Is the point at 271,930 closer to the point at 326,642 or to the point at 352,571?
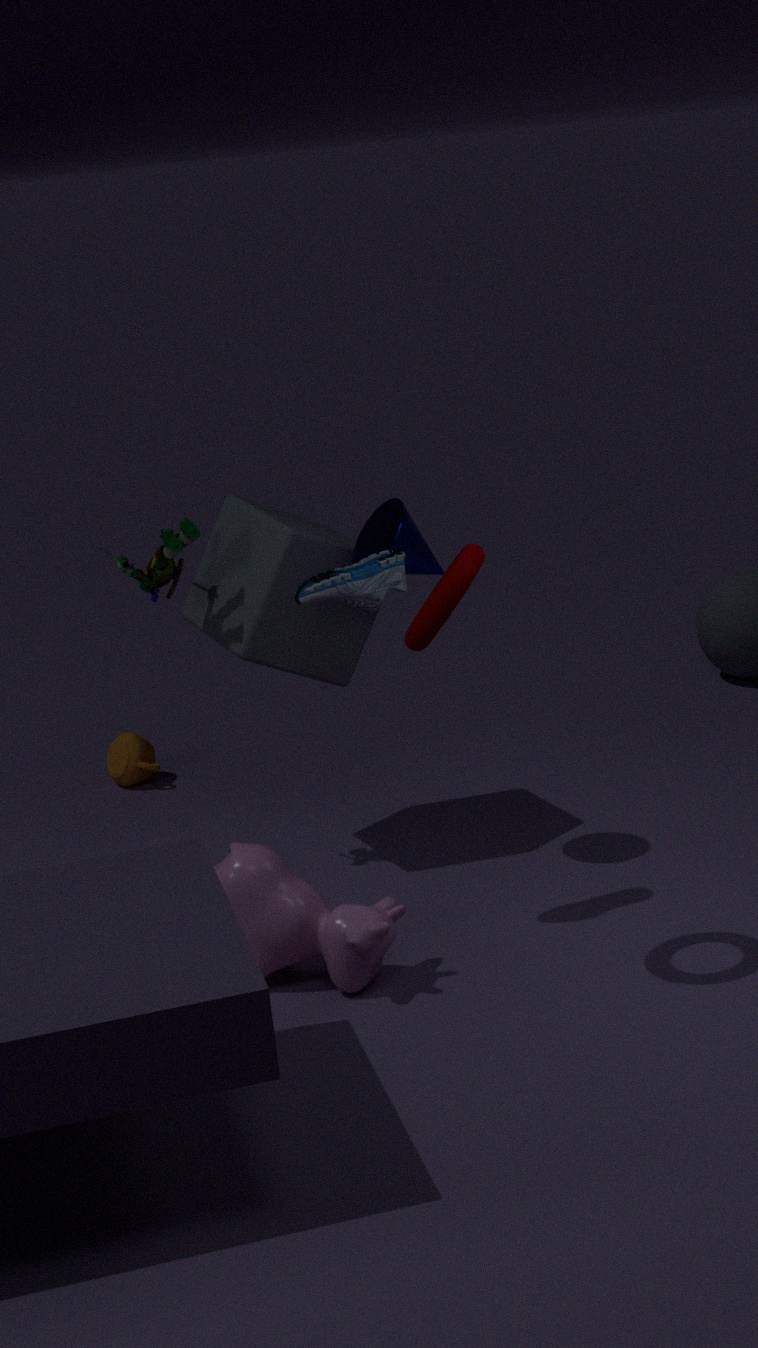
the point at 352,571
